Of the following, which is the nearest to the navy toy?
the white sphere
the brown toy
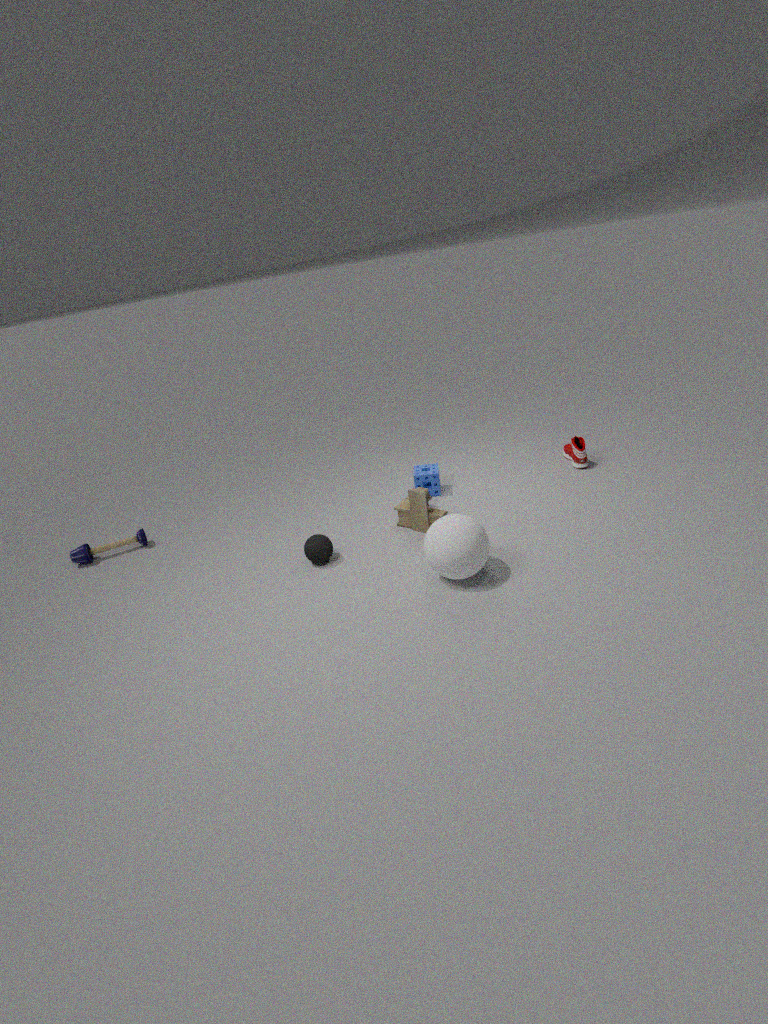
the brown toy
